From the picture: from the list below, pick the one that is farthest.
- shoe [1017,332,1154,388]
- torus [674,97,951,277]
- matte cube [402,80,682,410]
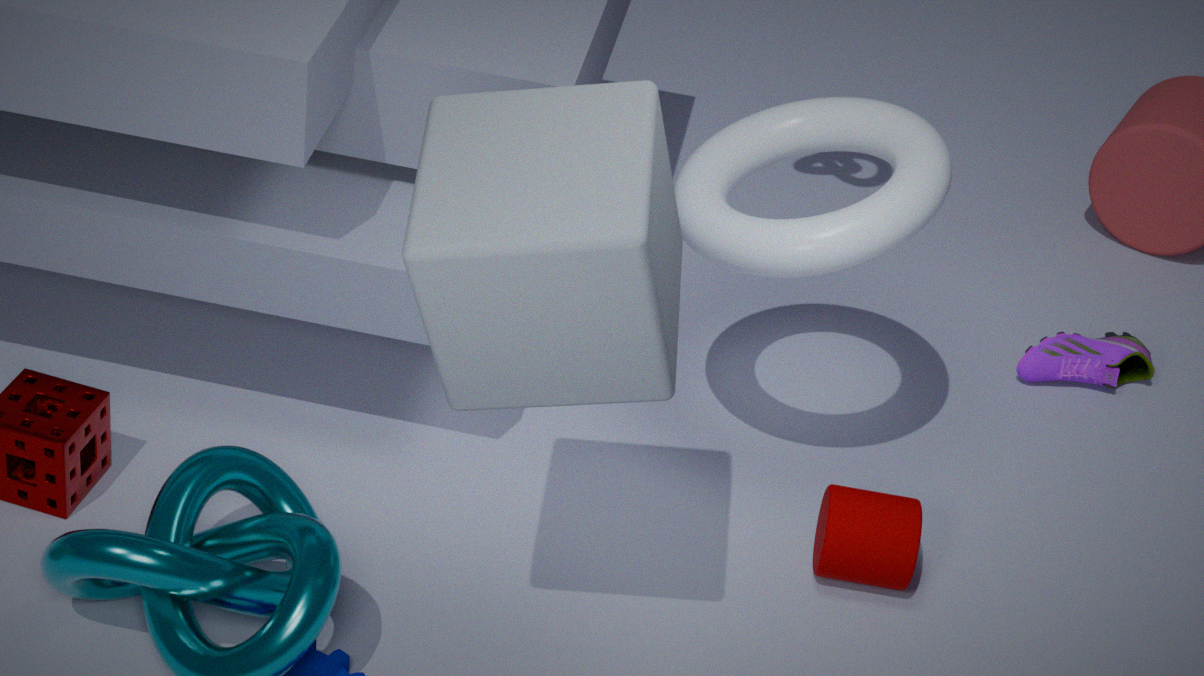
shoe [1017,332,1154,388]
